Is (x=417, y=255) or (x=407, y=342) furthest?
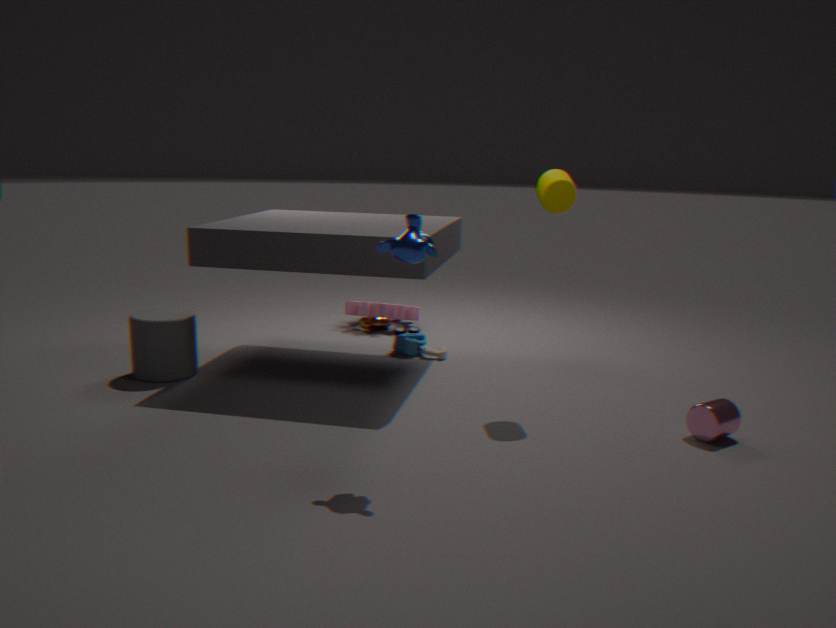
(x=407, y=342)
